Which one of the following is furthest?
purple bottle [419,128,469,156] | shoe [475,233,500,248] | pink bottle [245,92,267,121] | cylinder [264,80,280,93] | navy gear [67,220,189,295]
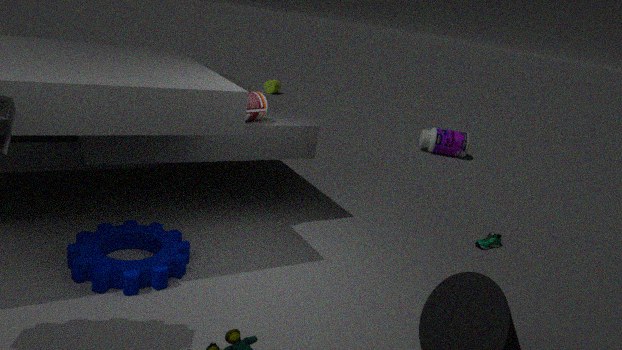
cylinder [264,80,280,93]
